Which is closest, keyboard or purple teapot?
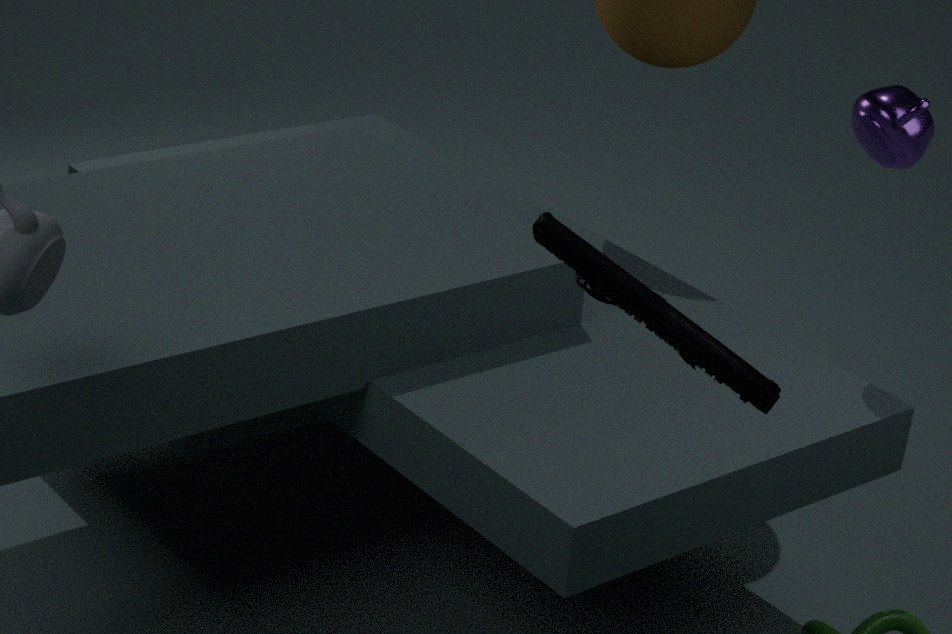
keyboard
